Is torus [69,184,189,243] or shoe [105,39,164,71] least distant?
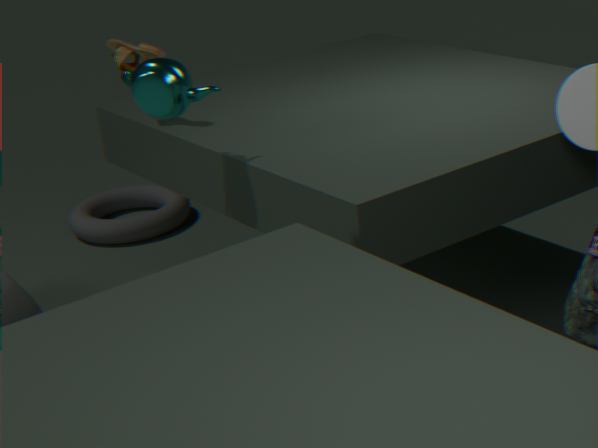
shoe [105,39,164,71]
